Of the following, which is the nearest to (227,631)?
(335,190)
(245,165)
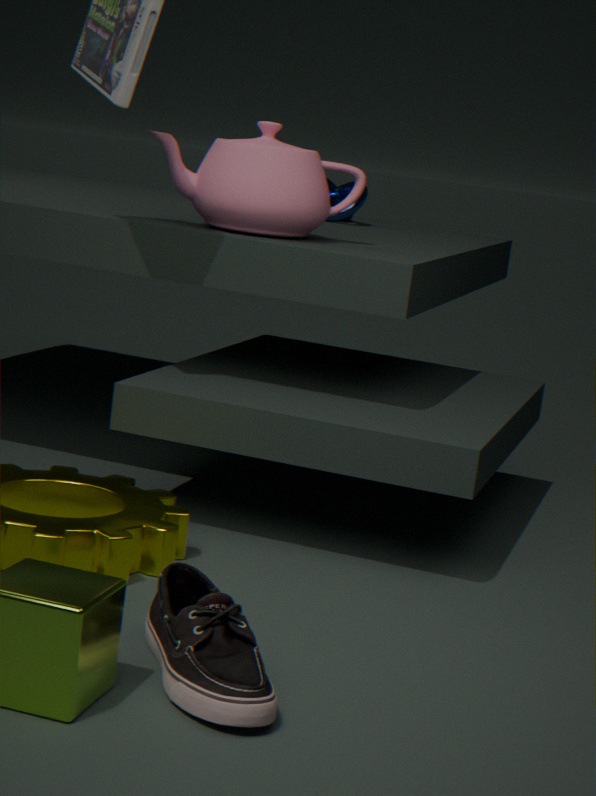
(245,165)
